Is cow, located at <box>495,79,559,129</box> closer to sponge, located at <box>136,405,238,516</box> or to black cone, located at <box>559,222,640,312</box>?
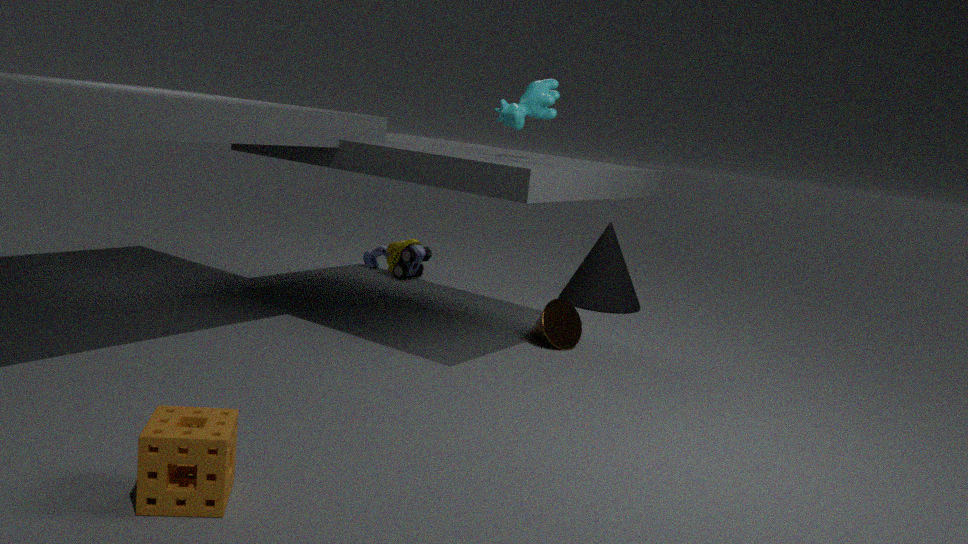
black cone, located at <box>559,222,640,312</box>
